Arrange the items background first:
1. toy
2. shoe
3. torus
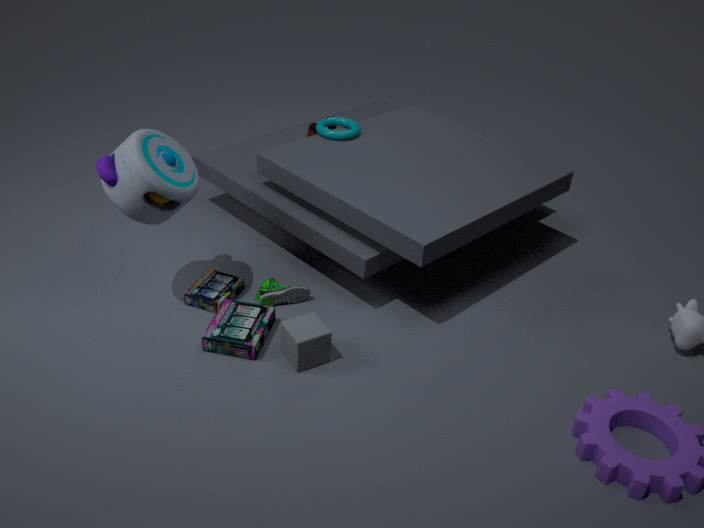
torus, shoe, toy
